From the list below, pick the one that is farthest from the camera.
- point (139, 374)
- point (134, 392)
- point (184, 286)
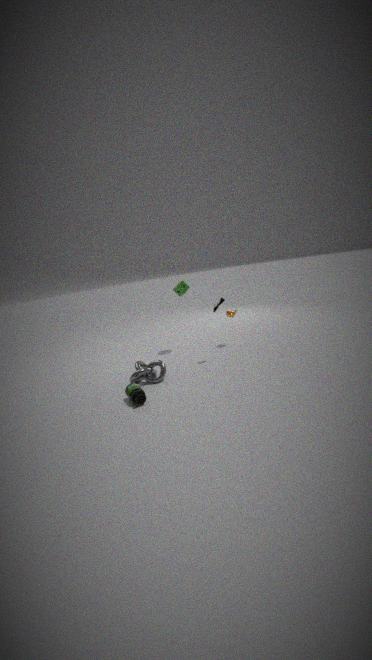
point (184, 286)
